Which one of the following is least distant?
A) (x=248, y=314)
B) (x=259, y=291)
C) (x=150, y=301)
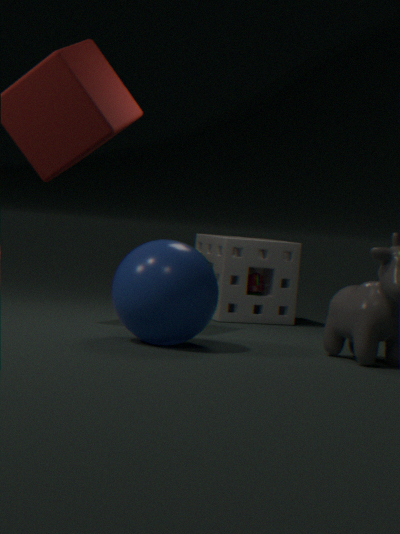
(x=150, y=301)
